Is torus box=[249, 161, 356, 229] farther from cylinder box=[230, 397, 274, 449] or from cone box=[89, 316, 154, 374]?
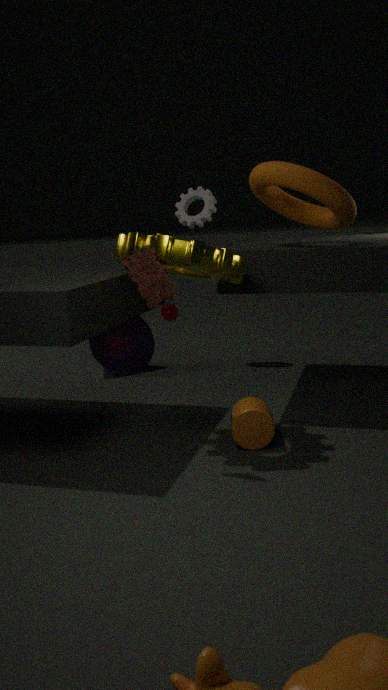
cone box=[89, 316, 154, 374]
